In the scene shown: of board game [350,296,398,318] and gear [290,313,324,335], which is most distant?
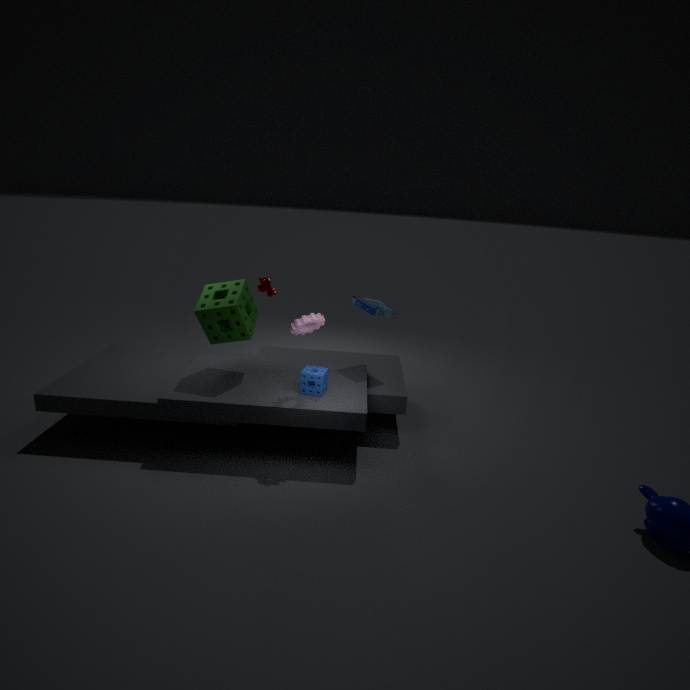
board game [350,296,398,318]
